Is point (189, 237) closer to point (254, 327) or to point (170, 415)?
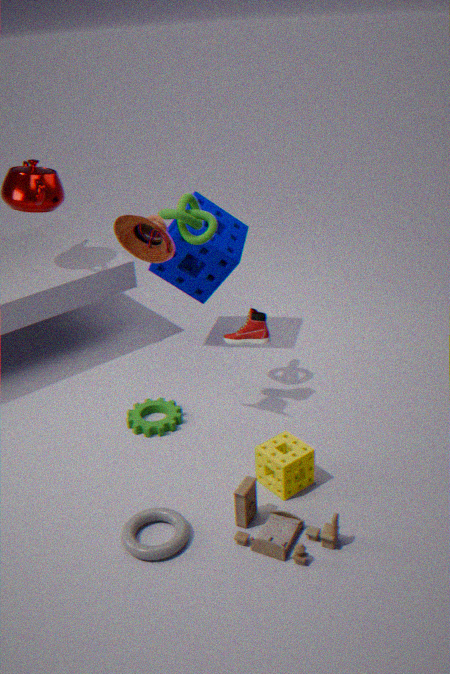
point (254, 327)
